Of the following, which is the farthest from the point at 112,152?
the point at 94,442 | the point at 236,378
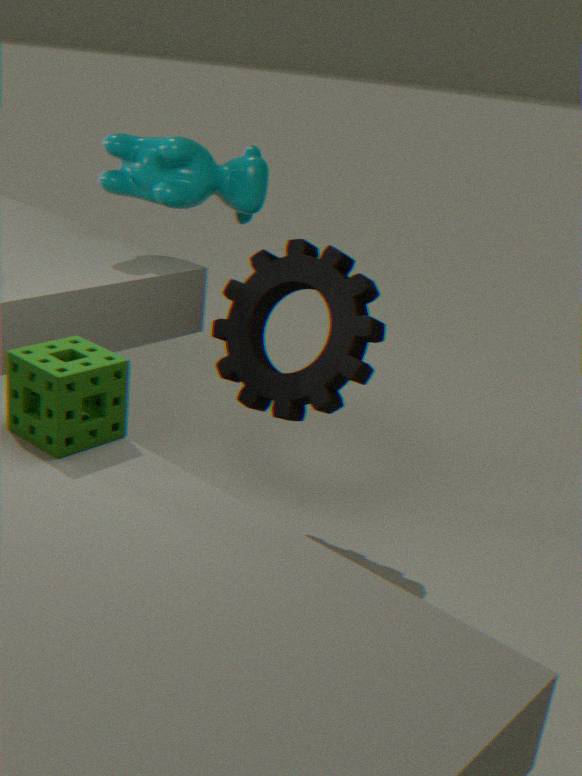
the point at 94,442
